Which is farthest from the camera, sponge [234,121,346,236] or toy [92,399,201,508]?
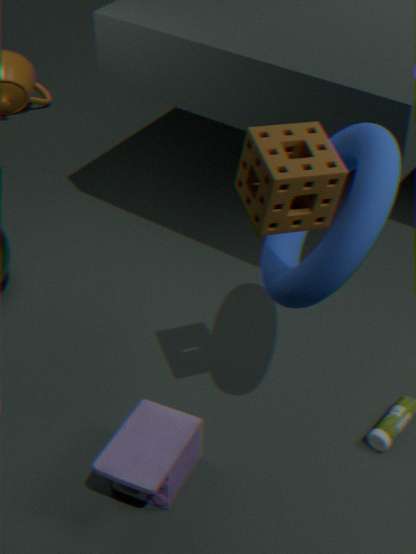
toy [92,399,201,508]
